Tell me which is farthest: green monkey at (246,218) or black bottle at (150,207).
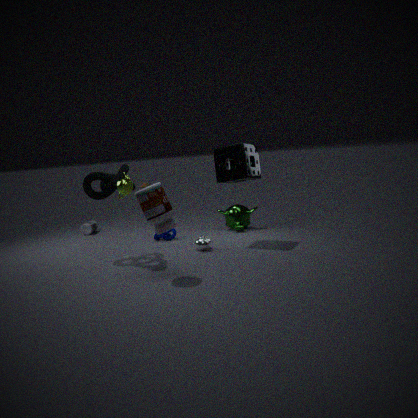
green monkey at (246,218)
